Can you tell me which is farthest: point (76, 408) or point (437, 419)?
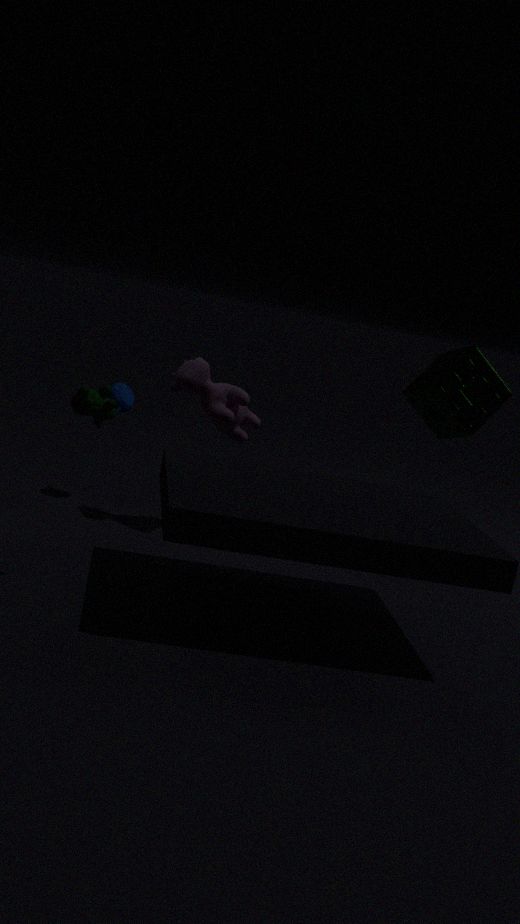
point (437, 419)
